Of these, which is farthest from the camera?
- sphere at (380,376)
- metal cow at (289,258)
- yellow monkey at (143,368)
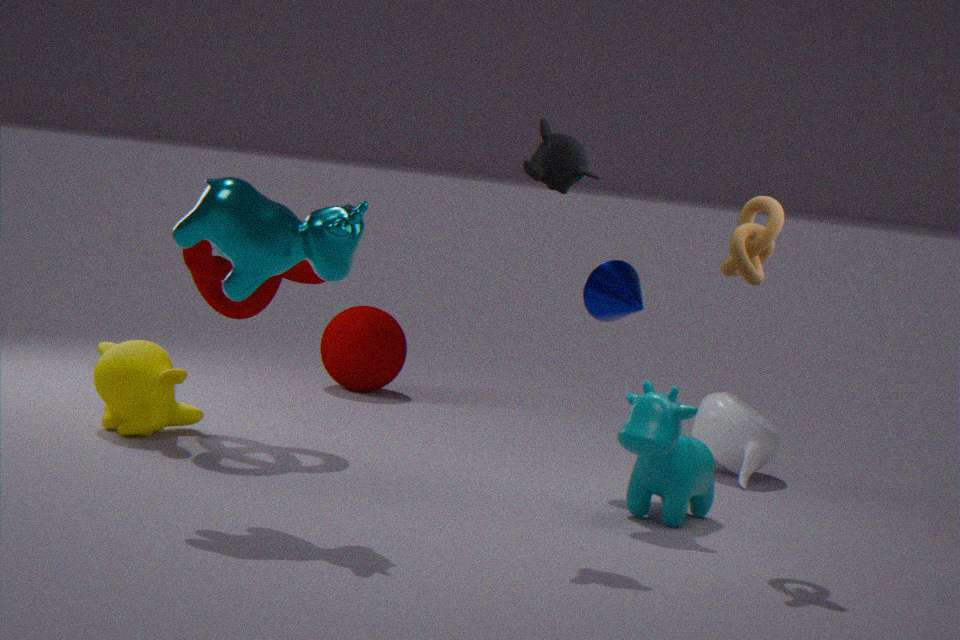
sphere at (380,376)
